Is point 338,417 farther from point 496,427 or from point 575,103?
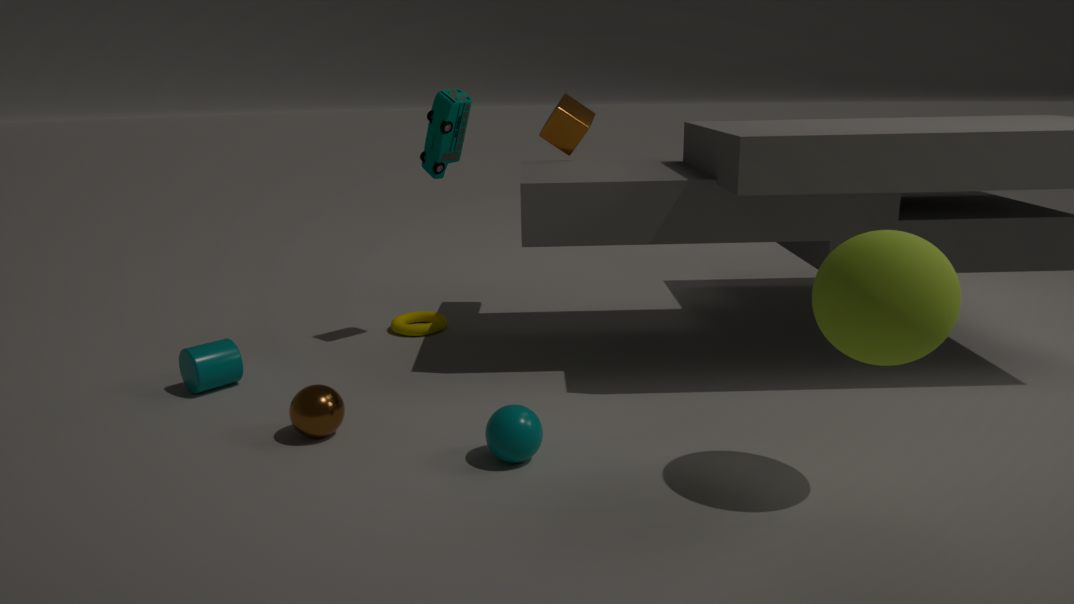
point 575,103
